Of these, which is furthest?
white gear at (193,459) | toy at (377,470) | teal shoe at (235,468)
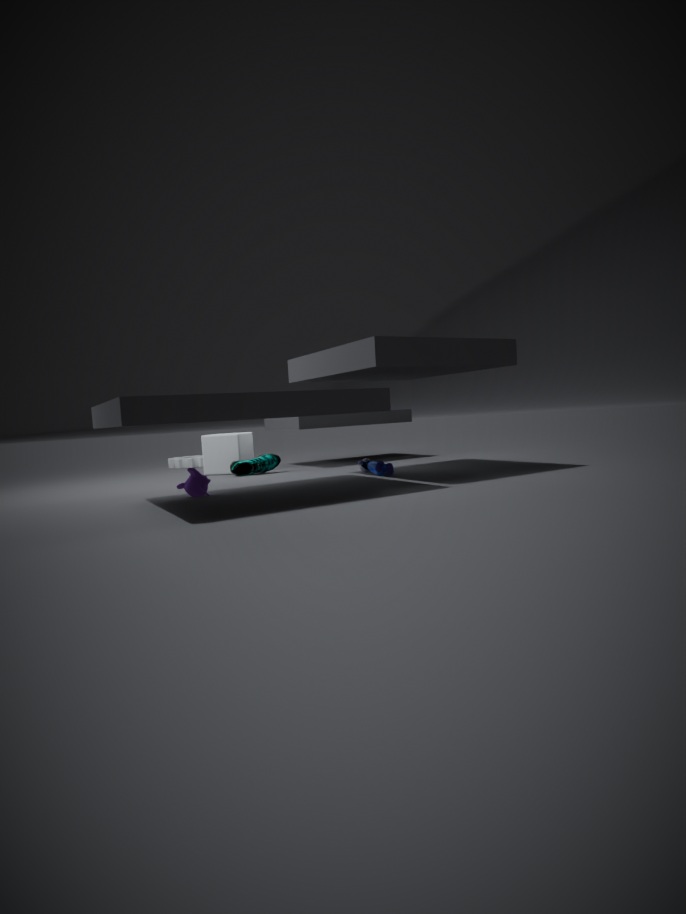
white gear at (193,459)
